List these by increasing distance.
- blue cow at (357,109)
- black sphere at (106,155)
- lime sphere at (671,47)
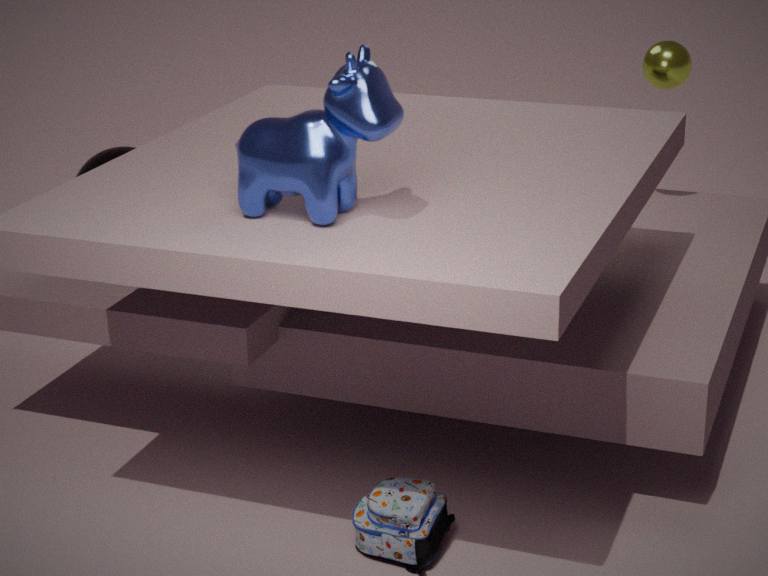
blue cow at (357,109), black sphere at (106,155), lime sphere at (671,47)
